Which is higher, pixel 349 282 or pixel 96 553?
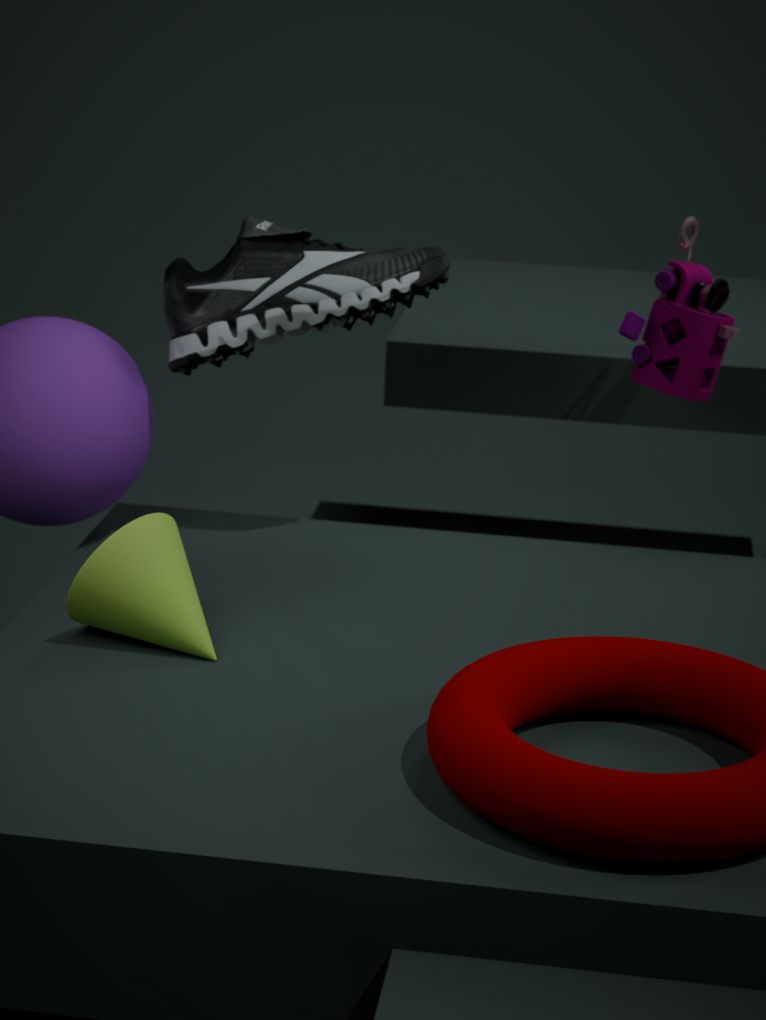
pixel 349 282
